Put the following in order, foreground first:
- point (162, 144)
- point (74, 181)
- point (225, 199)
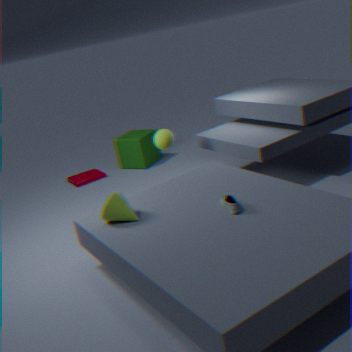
point (225, 199)
point (162, 144)
point (74, 181)
